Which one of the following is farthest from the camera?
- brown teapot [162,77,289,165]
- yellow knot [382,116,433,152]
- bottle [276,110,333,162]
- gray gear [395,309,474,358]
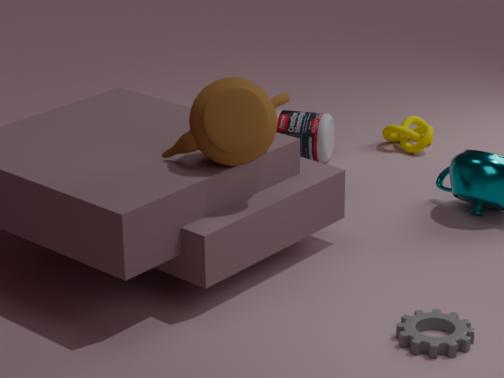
yellow knot [382,116,433,152]
